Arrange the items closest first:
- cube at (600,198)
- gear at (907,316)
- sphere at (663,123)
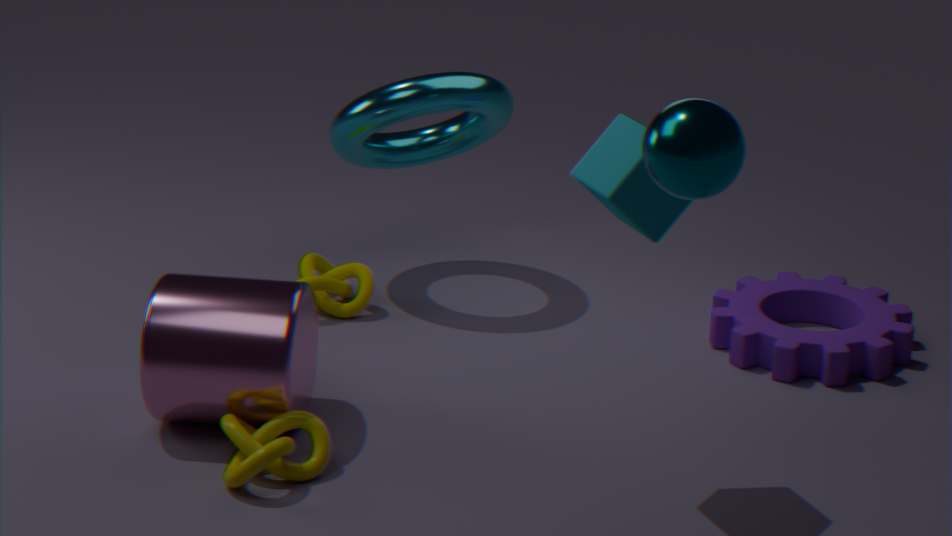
sphere at (663,123), cube at (600,198), gear at (907,316)
